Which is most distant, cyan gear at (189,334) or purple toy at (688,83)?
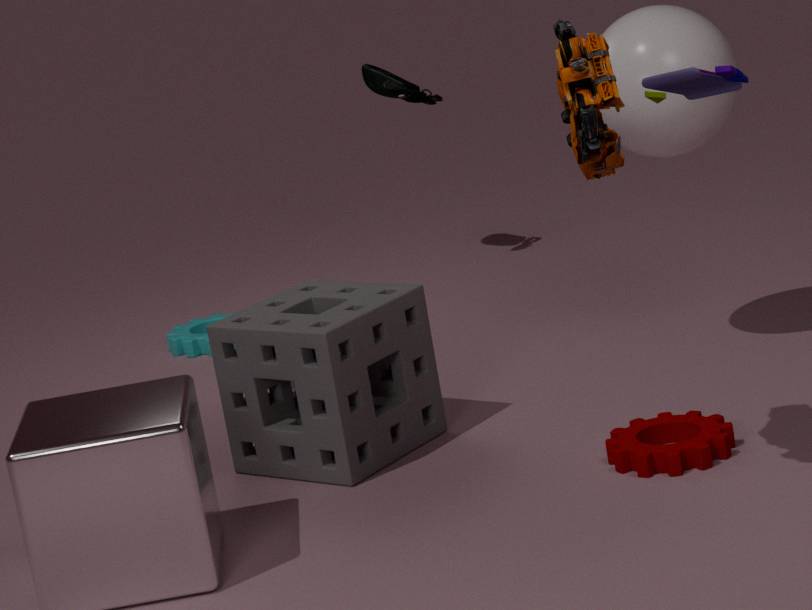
cyan gear at (189,334)
